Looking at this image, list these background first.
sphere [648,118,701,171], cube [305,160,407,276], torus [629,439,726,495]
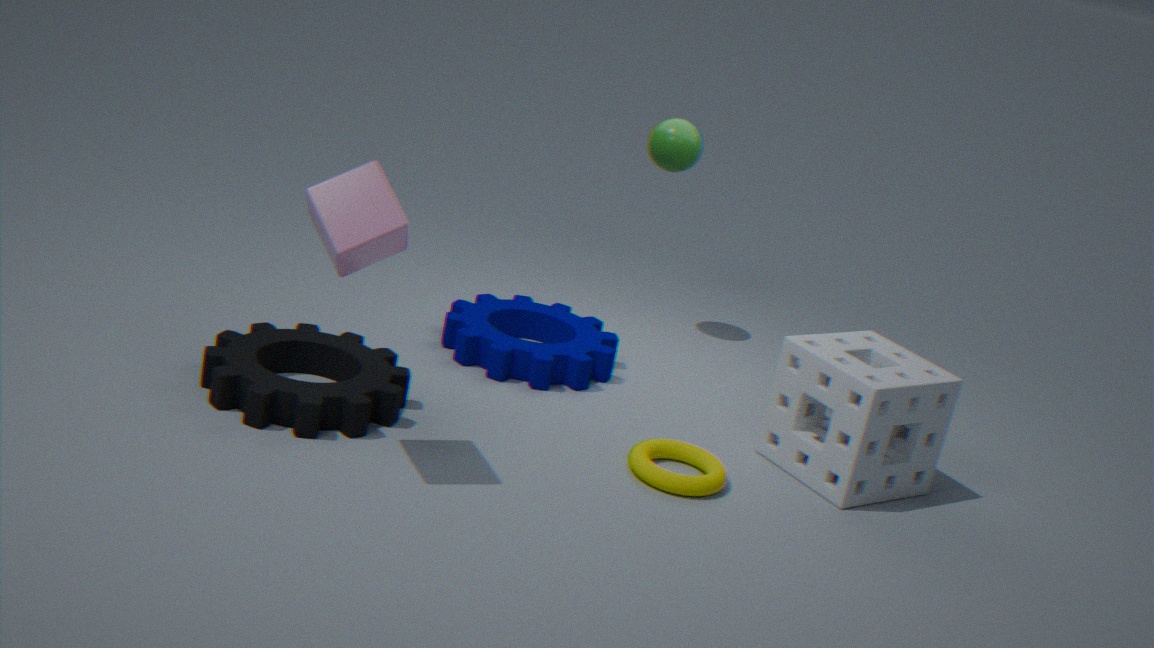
sphere [648,118,701,171] < torus [629,439,726,495] < cube [305,160,407,276]
